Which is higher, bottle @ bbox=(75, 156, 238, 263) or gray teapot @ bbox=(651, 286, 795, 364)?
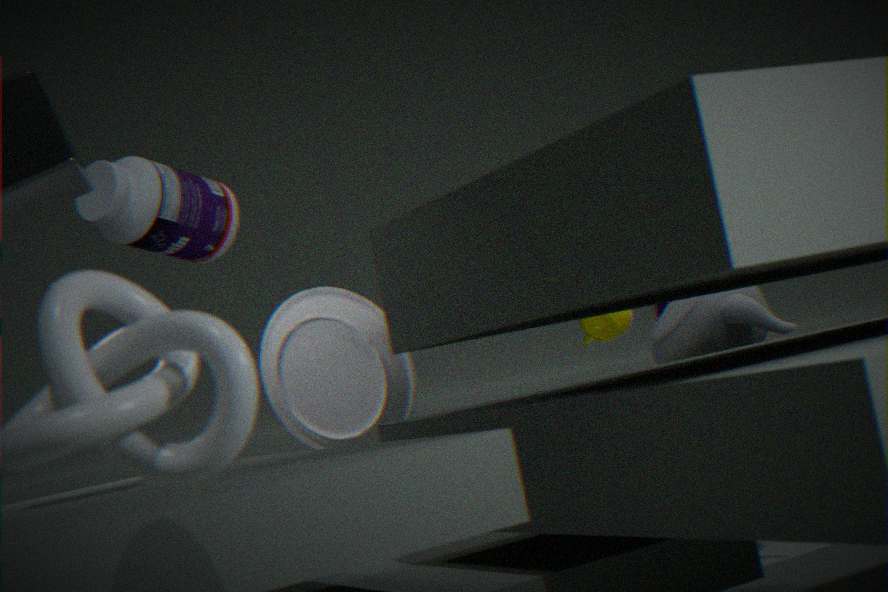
bottle @ bbox=(75, 156, 238, 263)
